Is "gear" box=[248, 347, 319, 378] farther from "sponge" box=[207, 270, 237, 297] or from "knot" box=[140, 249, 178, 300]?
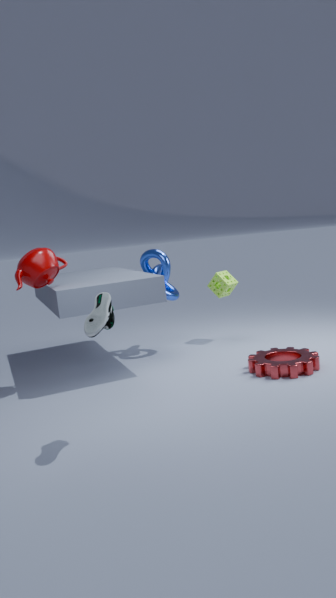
"knot" box=[140, 249, 178, 300]
